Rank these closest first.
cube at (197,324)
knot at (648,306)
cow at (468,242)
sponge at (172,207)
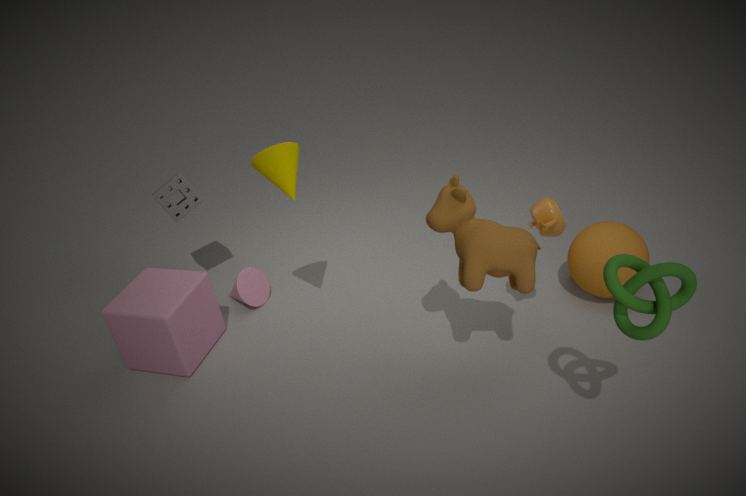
1. knot at (648,306)
2. cow at (468,242)
3. cube at (197,324)
4. sponge at (172,207)
